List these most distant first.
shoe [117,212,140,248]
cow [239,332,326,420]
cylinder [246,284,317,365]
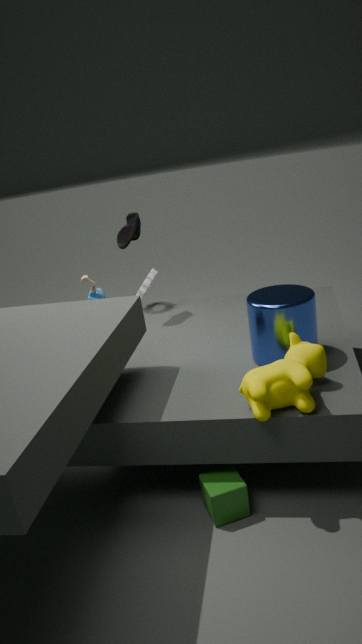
shoe [117,212,140,248], cylinder [246,284,317,365], cow [239,332,326,420]
